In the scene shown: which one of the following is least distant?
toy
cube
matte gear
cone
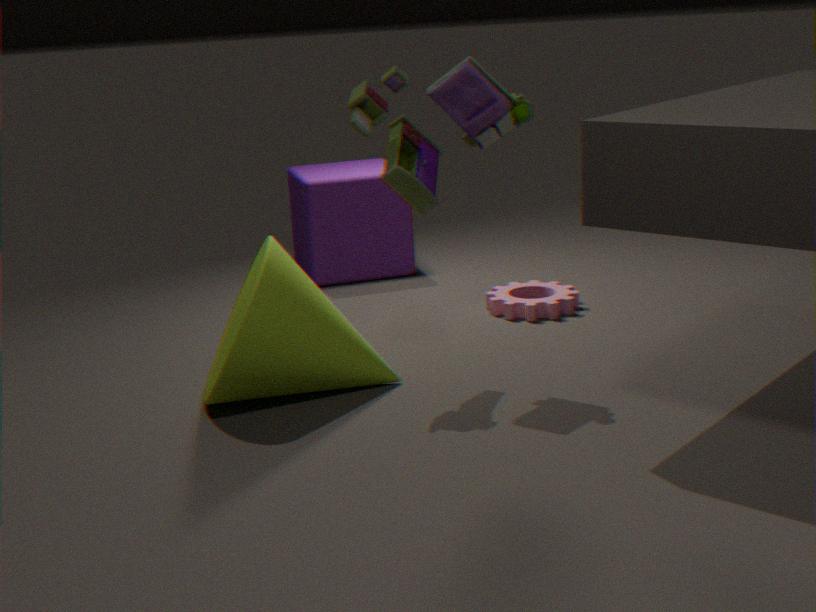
cone
